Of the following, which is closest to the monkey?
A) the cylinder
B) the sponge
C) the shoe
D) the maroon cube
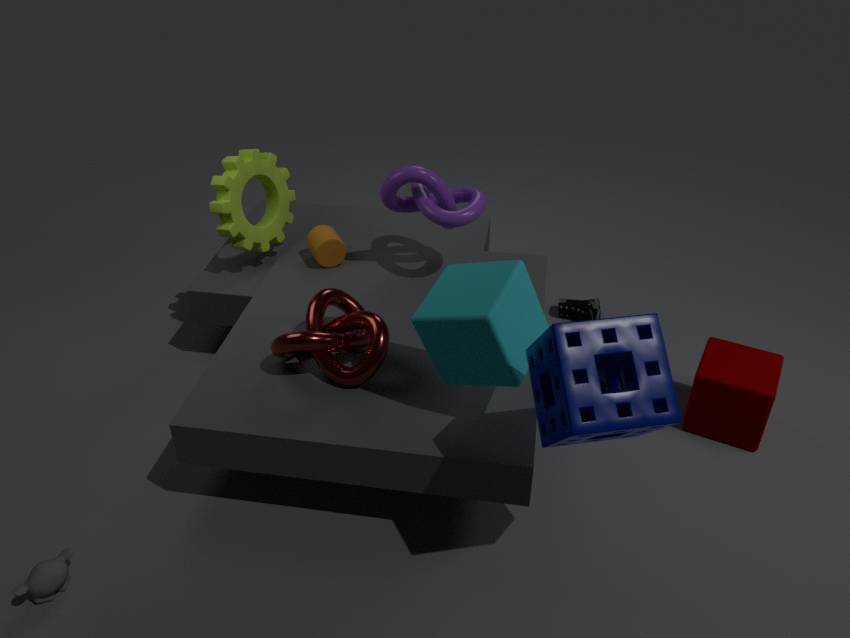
the cylinder
